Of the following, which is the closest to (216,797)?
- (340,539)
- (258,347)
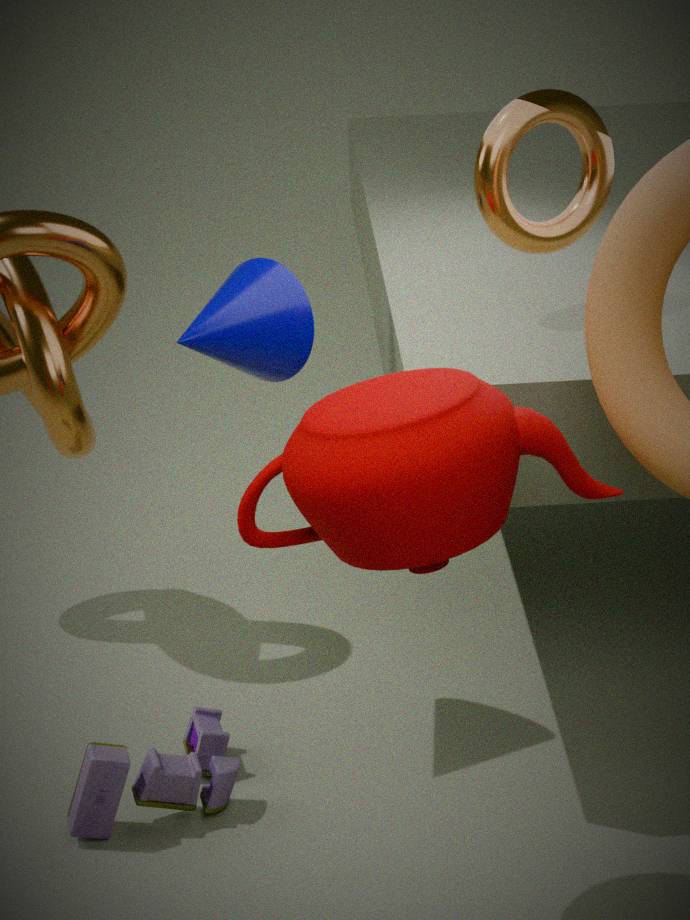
(258,347)
